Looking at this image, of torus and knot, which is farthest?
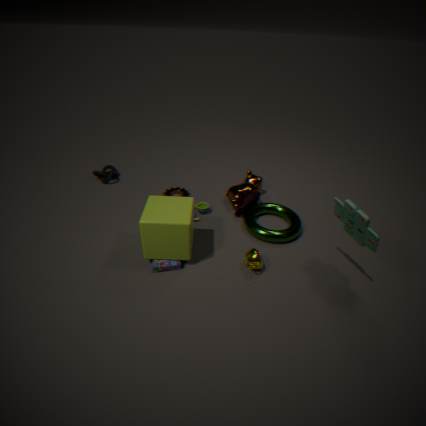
knot
